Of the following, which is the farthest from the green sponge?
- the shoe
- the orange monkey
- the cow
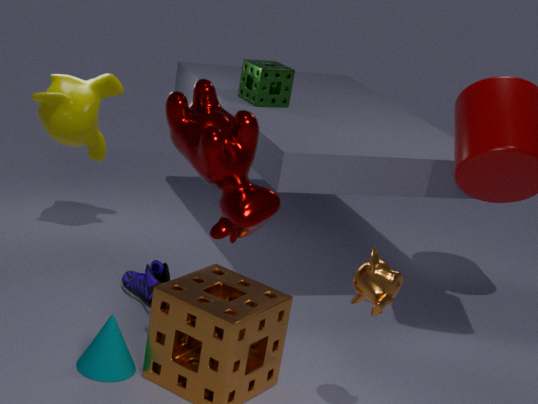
the orange monkey
